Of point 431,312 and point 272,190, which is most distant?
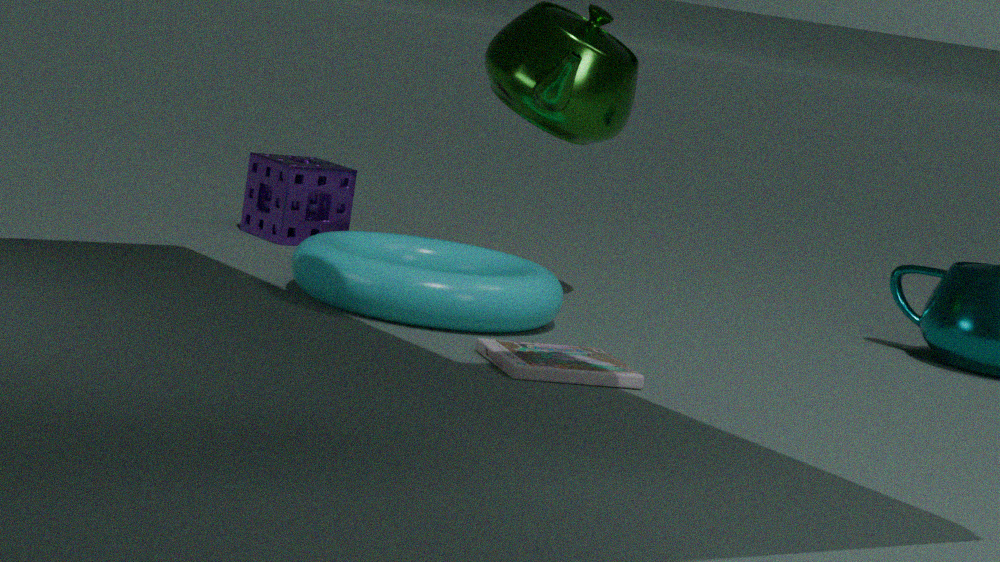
point 272,190
